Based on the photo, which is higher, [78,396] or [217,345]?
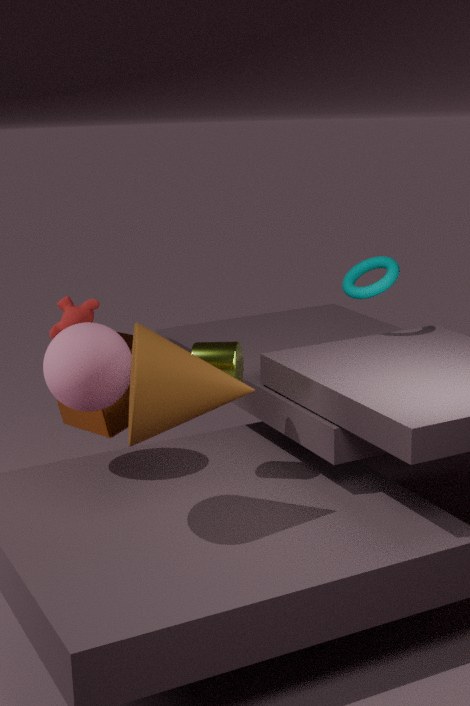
[217,345]
